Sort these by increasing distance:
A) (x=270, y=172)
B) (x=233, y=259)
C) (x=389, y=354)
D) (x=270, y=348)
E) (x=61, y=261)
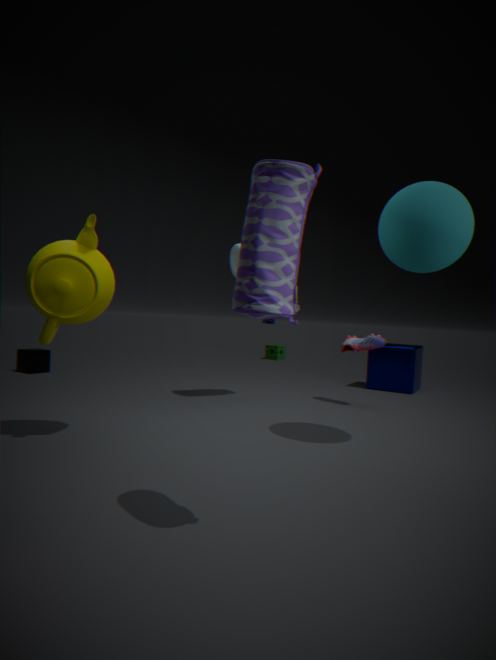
(x=270, y=172) → (x=61, y=261) → (x=233, y=259) → (x=389, y=354) → (x=270, y=348)
